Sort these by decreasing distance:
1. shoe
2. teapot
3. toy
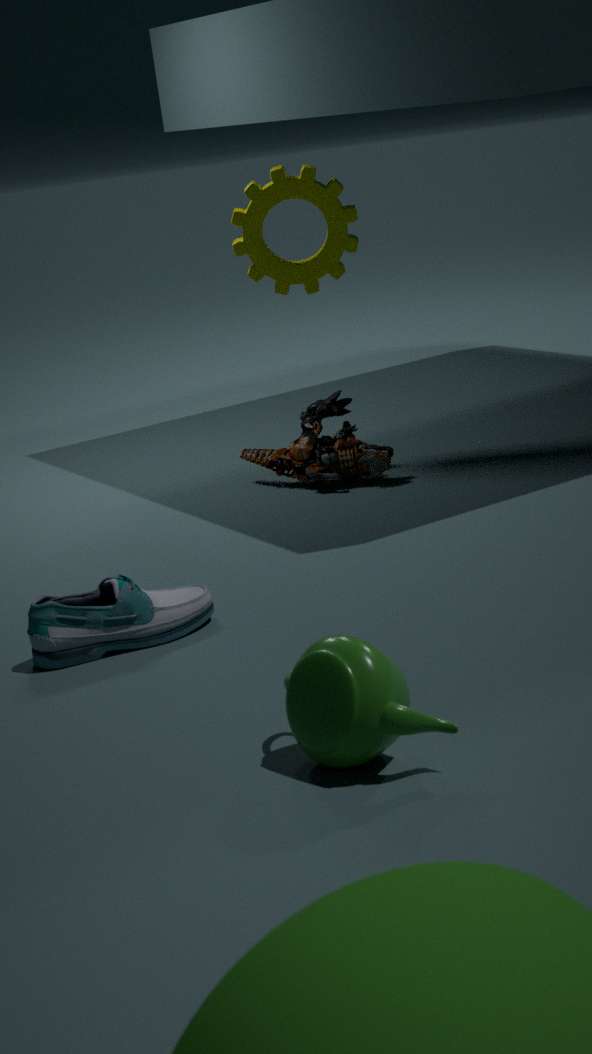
toy, shoe, teapot
